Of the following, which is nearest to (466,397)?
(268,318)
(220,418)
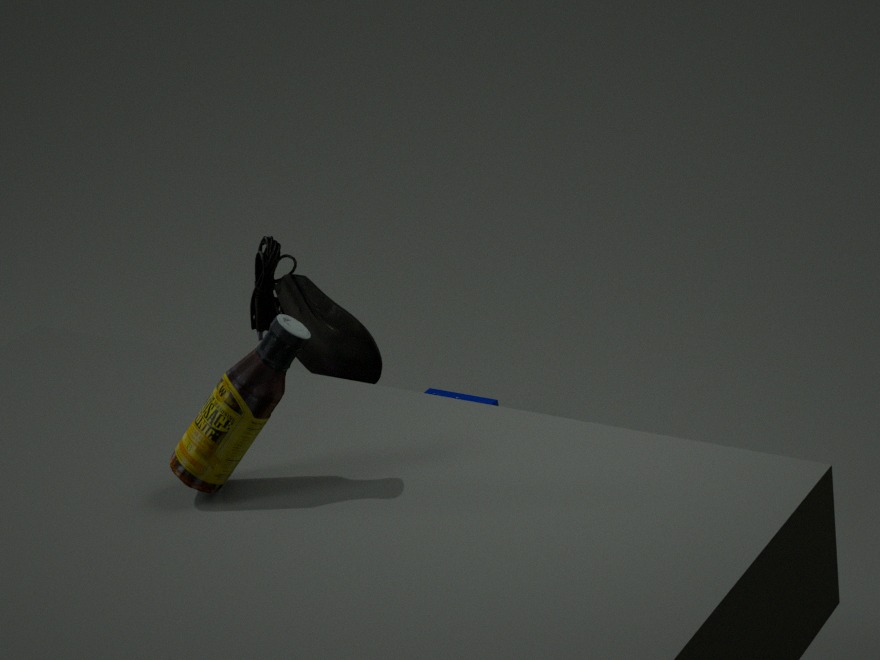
(268,318)
